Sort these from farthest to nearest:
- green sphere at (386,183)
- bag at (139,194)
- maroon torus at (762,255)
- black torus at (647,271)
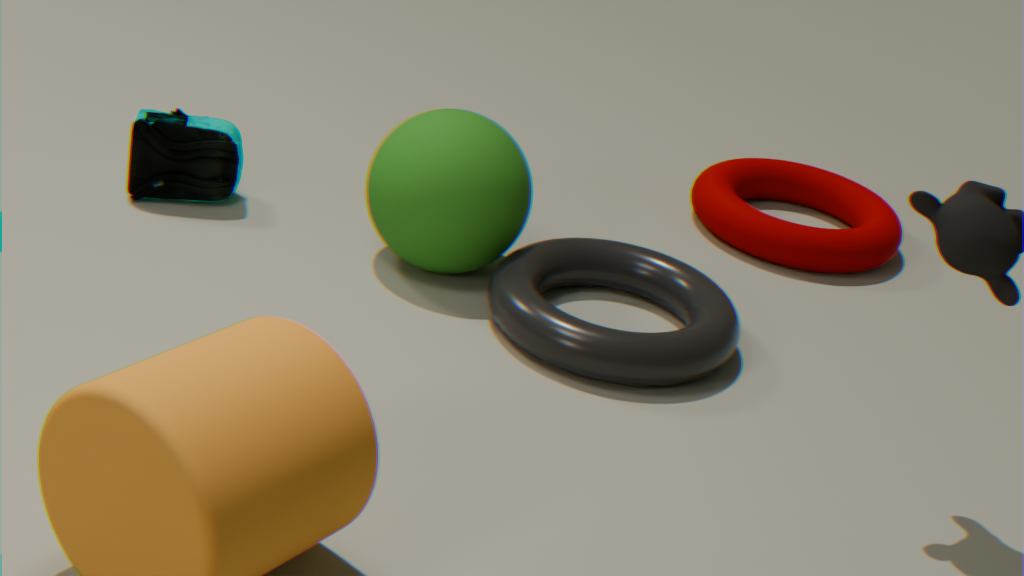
1. maroon torus at (762,255)
2. bag at (139,194)
3. green sphere at (386,183)
4. black torus at (647,271)
